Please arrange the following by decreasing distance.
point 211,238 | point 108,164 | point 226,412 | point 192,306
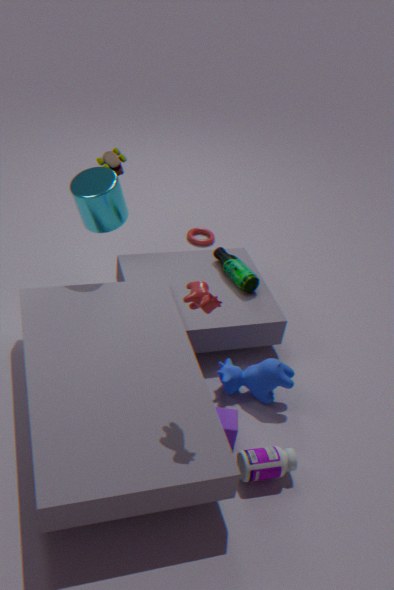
→ 1. point 211,238
2. point 108,164
3. point 226,412
4. point 192,306
